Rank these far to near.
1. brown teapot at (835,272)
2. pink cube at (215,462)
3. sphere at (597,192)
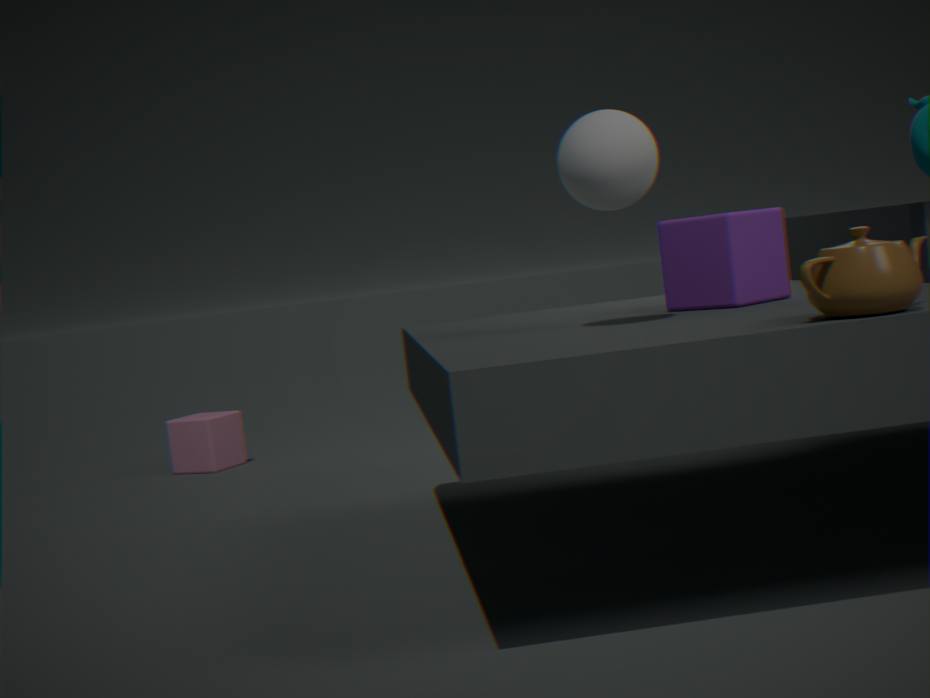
1. pink cube at (215,462)
2. sphere at (597,192)
3. brown teapot at (835,272)
